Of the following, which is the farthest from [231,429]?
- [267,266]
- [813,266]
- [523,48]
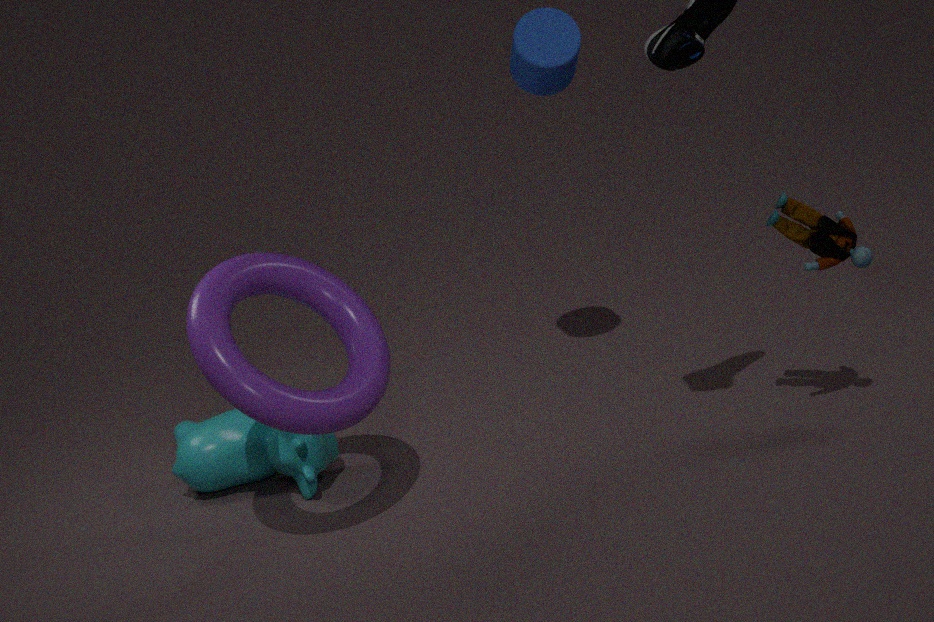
[813,266]
